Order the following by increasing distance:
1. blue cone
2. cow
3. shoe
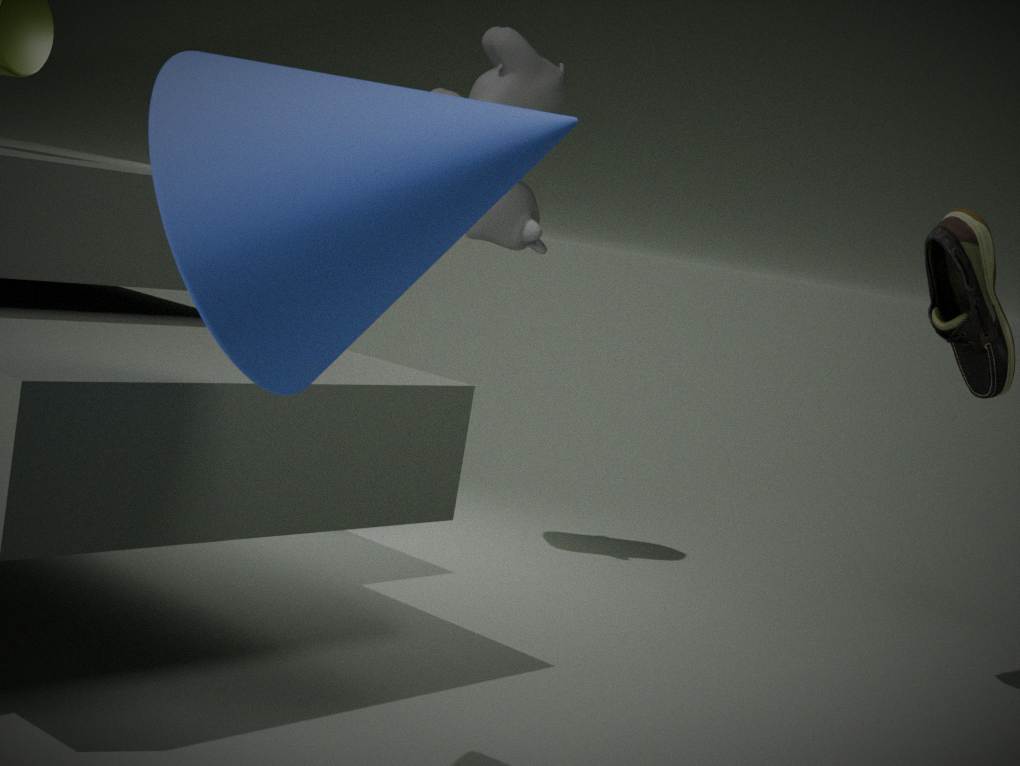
blue cone
shoe
cow
